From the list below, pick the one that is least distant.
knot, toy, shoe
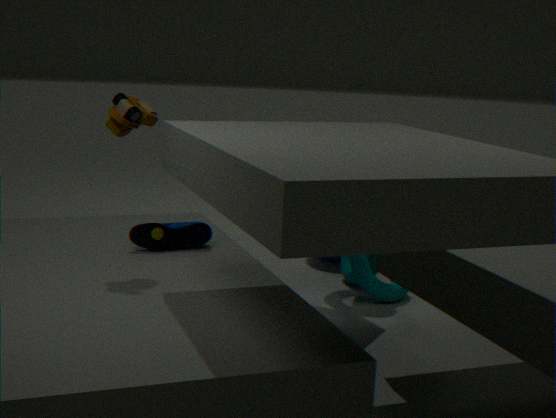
toy
